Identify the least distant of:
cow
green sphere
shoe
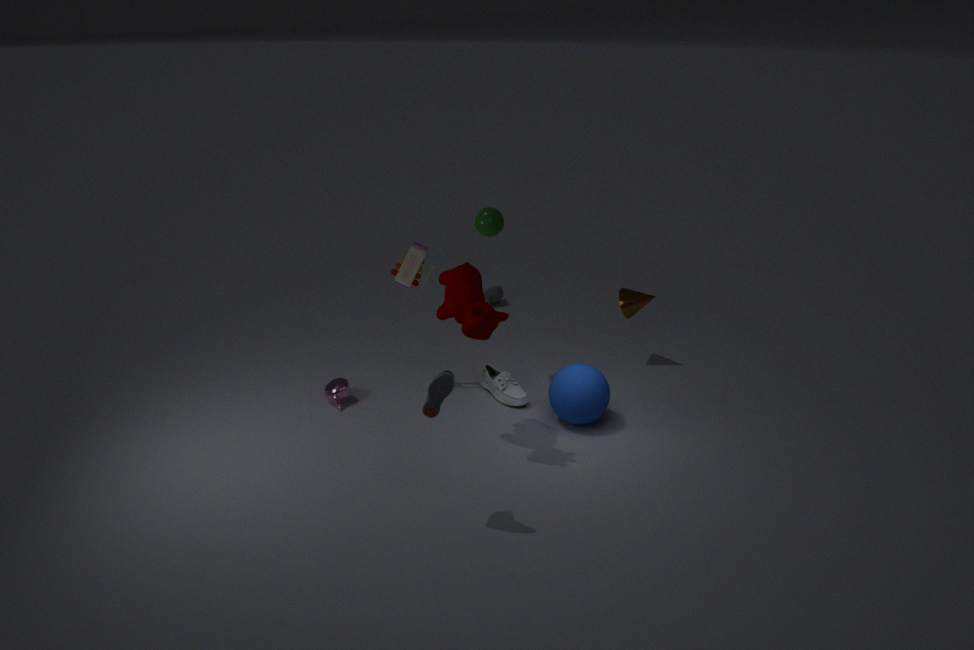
shoe
